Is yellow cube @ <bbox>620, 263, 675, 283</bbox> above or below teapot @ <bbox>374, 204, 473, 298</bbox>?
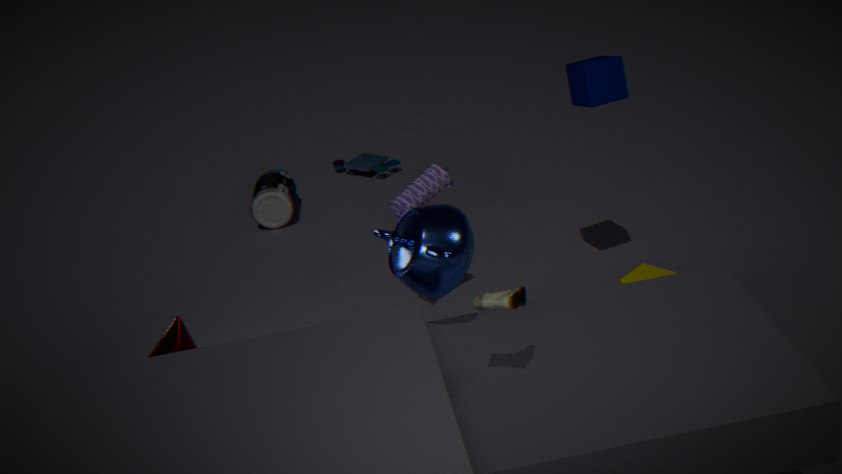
below
